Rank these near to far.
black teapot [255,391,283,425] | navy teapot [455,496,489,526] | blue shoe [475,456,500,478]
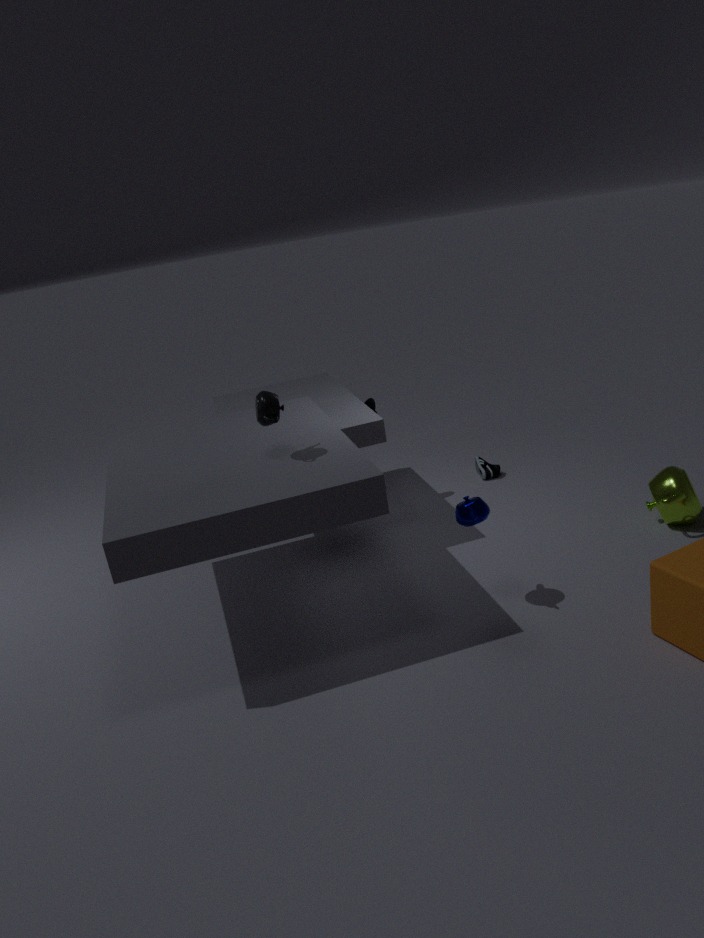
black teapot [255,391,283,425] < navy teapot [455,496,489,526] < blue shoe [475,456,500,478]
